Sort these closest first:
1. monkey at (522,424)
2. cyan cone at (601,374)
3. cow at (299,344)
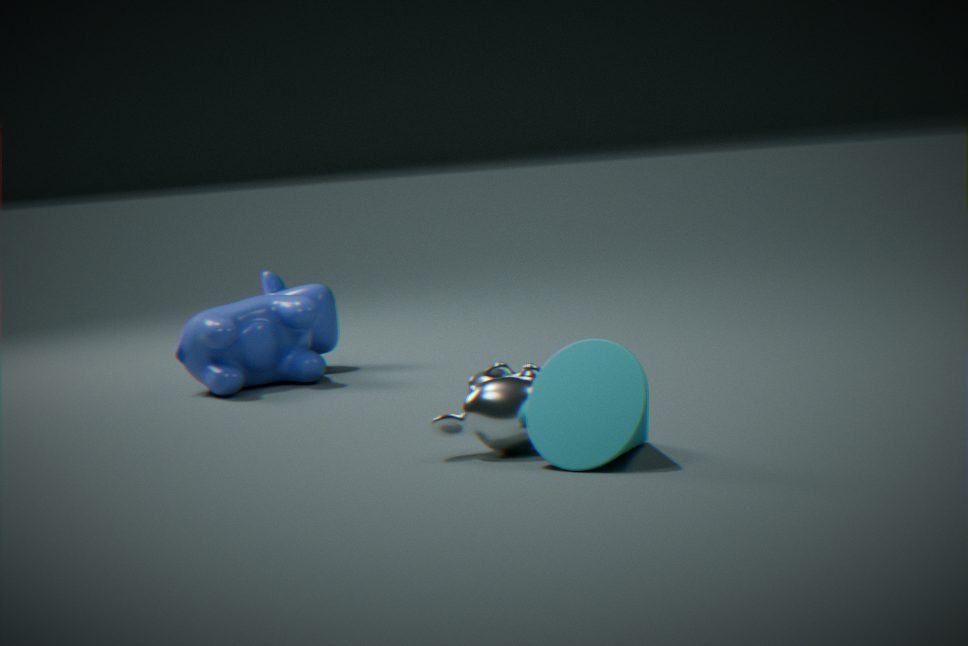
cyan cone at (601,374), monkey at (522,424), cow at (299,344)
